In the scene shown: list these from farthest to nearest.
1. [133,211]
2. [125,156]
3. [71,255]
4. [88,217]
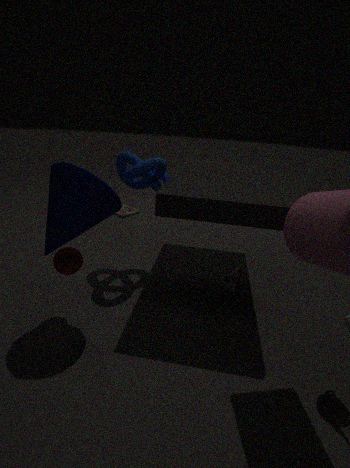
[133,211]
[125,156]
[71,255]
[88,217]
